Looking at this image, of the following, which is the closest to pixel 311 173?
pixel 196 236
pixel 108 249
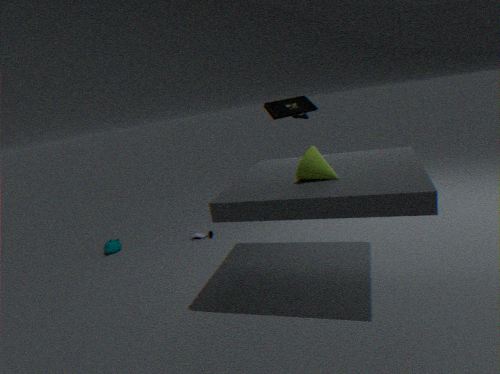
pixel 196 236
